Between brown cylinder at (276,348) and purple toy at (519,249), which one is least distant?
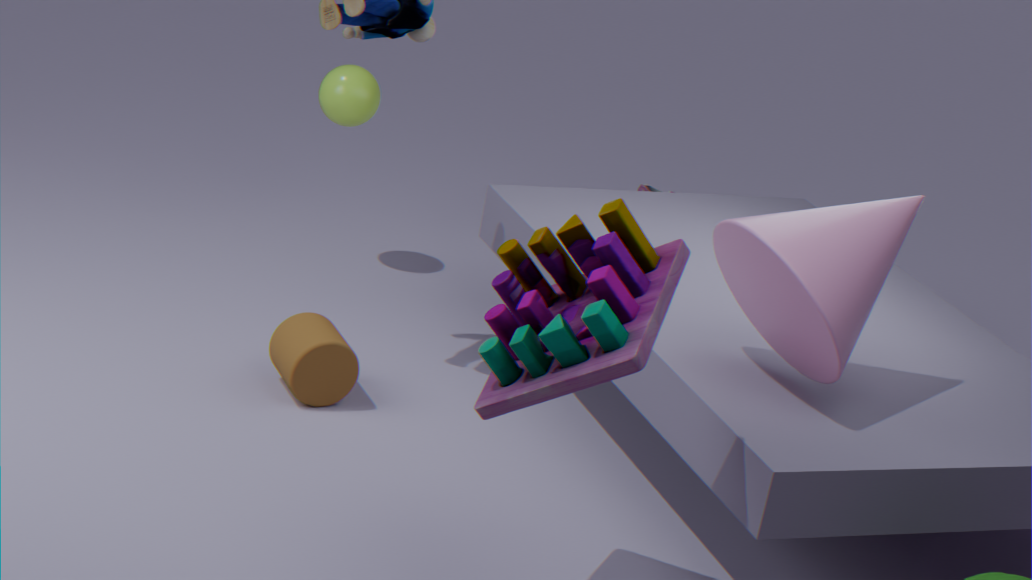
purple toy at (519,249)
